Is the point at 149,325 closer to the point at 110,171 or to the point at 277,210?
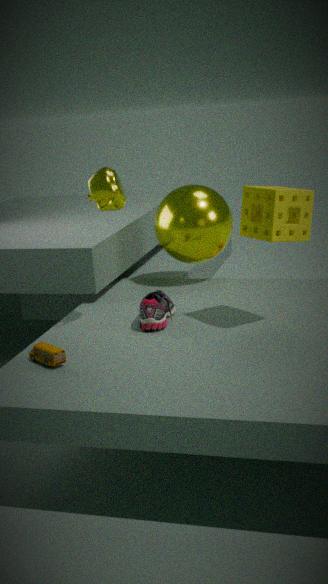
the point at 110,171
